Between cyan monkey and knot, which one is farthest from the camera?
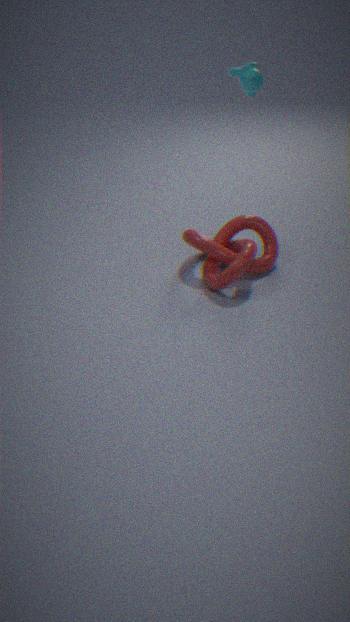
cyan monkey
